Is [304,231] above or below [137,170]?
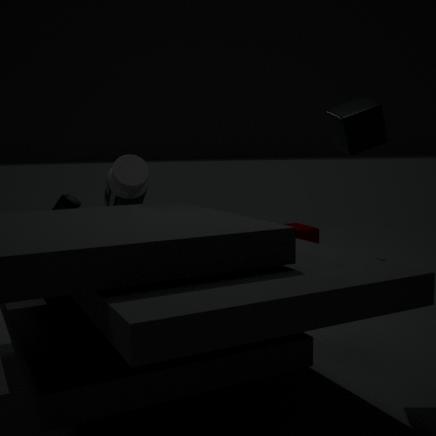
below
